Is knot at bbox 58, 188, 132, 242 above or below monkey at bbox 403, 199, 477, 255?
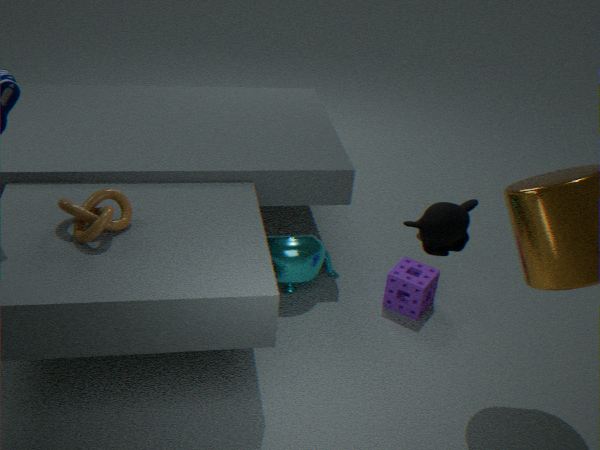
below
